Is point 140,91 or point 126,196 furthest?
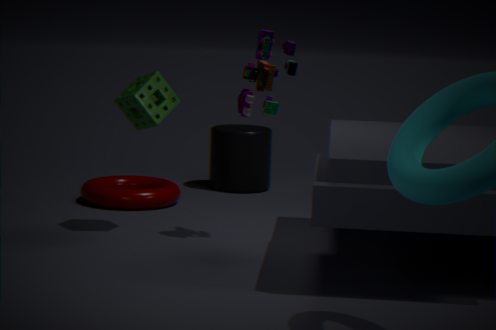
point 126,196
